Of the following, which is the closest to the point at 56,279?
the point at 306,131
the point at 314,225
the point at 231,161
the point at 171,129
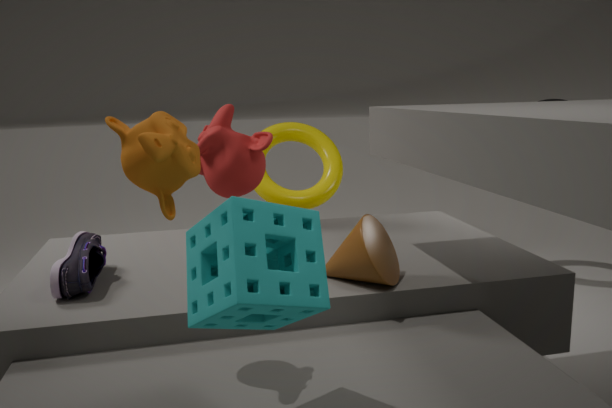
the point at 171,129
